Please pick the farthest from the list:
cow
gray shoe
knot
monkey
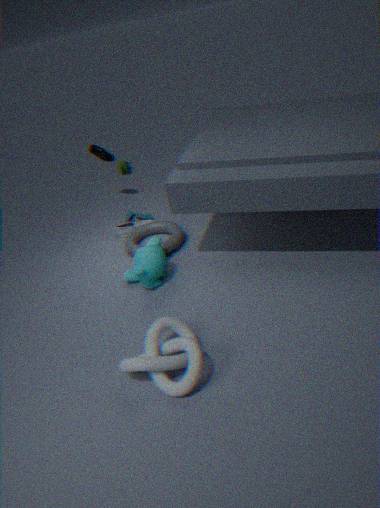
cow
